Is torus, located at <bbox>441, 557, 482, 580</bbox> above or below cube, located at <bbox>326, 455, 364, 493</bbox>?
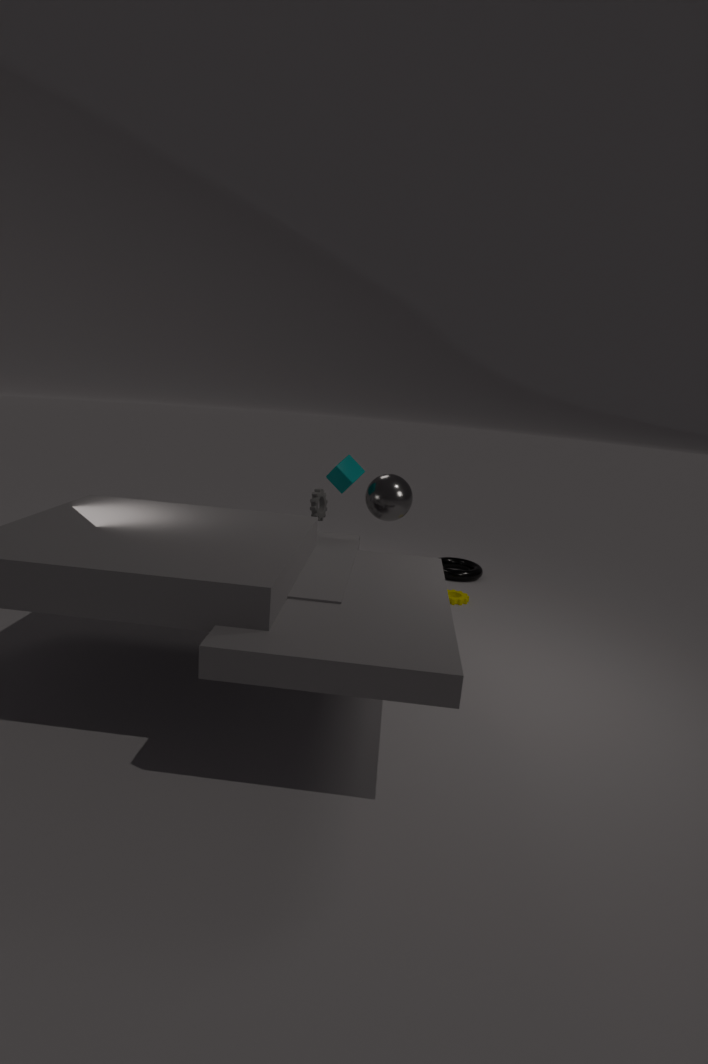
below
